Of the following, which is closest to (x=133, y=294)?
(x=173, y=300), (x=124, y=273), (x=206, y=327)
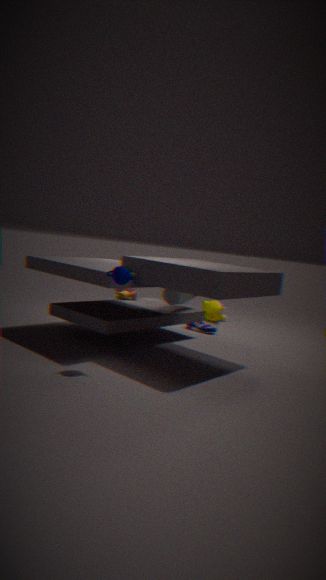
(x=173, y=300)
